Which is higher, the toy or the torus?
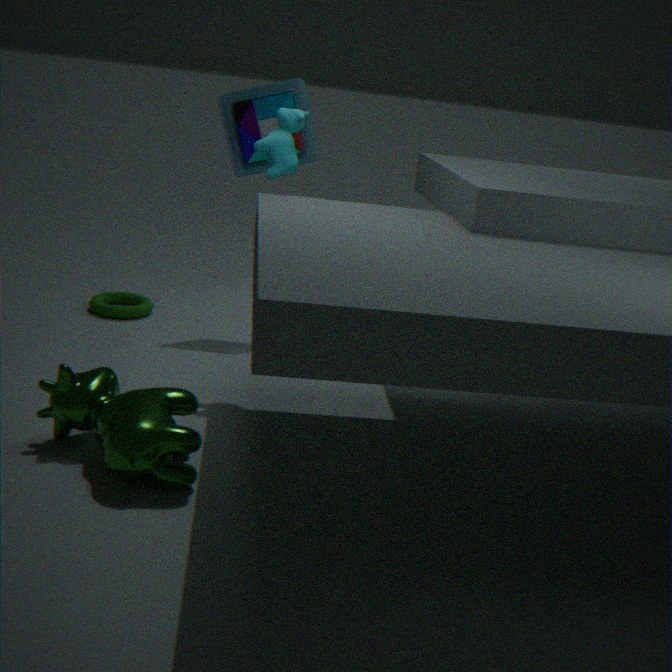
the toy
